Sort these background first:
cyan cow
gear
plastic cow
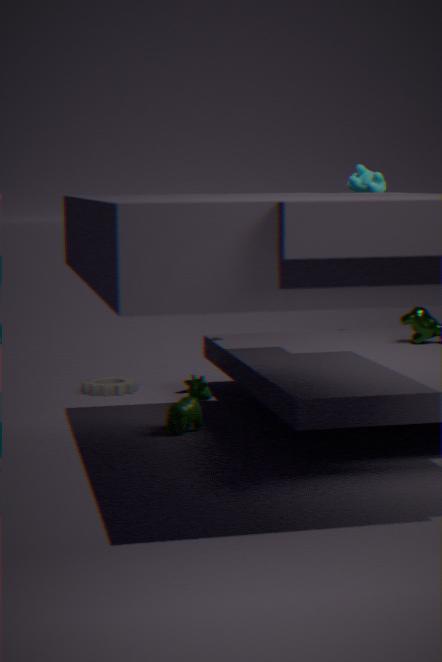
gear < cyan cow < plastic cow
